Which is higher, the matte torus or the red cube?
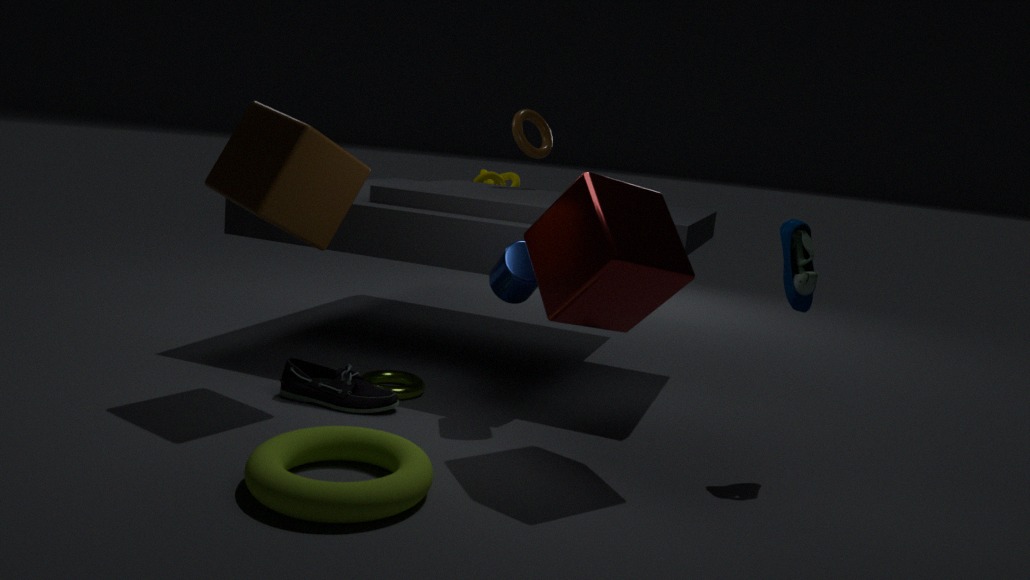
the red cube
